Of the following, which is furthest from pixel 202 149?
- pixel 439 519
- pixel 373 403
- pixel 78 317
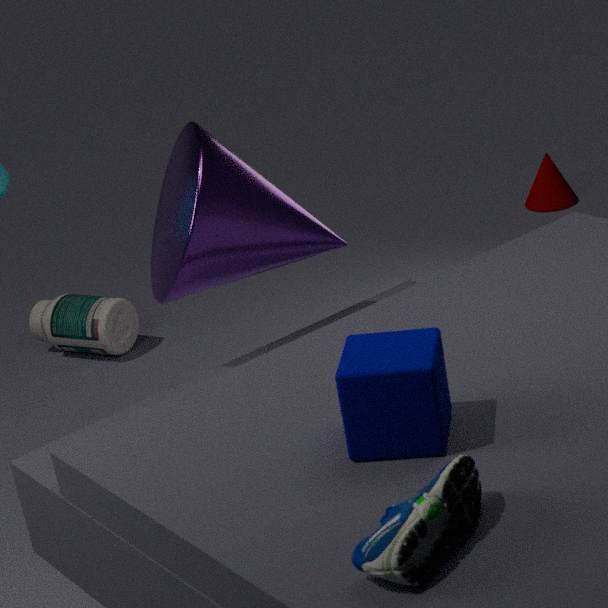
pixel 78 317
